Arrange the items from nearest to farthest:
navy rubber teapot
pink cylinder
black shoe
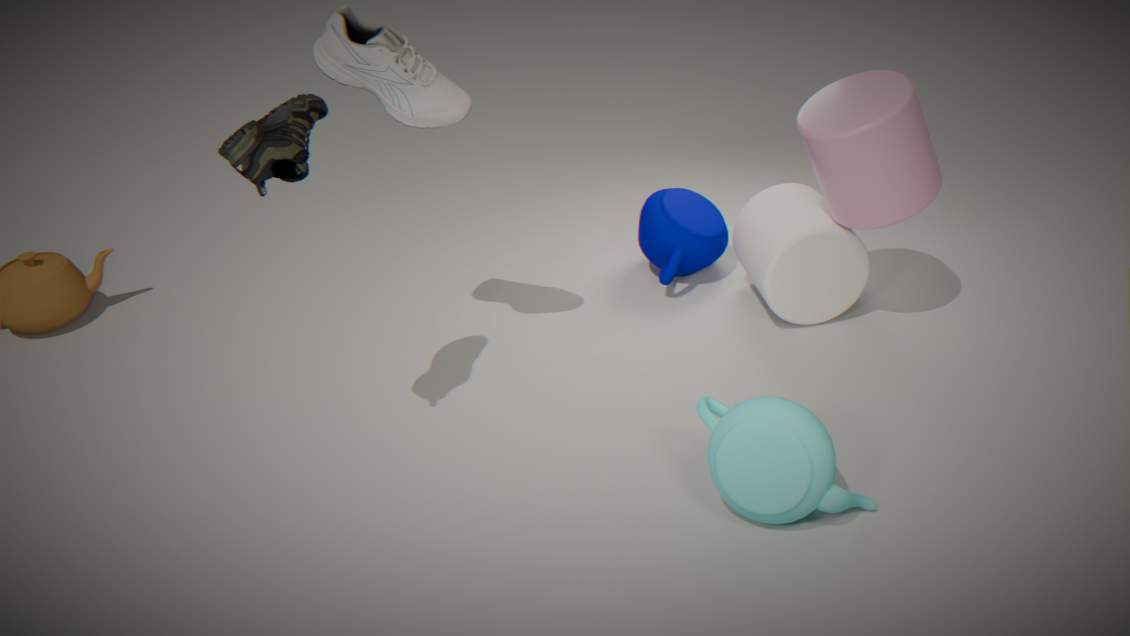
black shoe, pink cylinder, navy rubber teapot
